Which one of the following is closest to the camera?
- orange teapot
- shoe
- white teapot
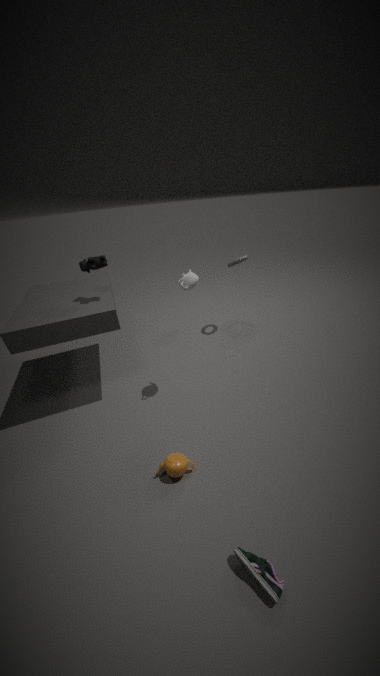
shoe
